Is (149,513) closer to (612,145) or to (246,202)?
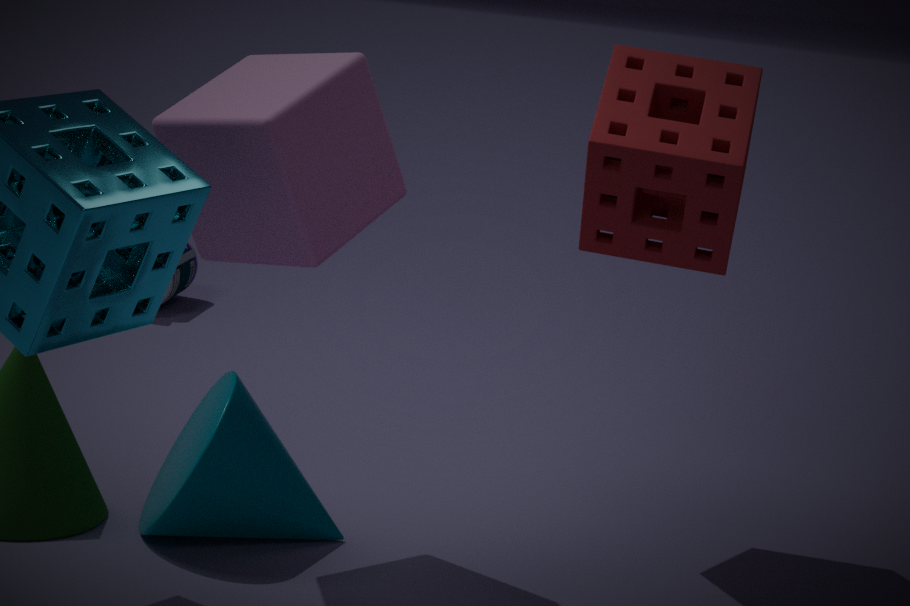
(246,202)
